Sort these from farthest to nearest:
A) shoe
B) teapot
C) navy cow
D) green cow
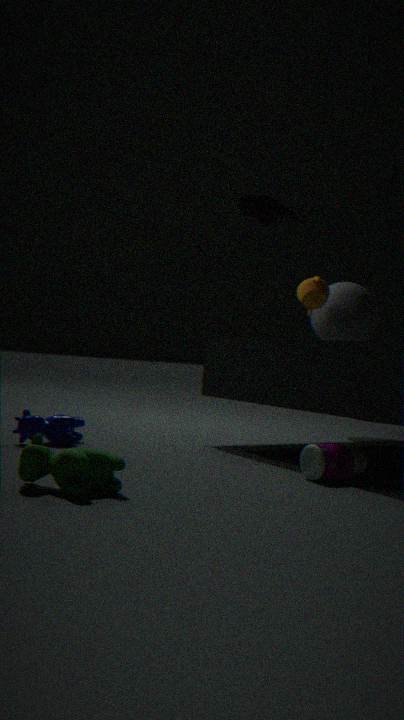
teapot
shoe
navy cow
green cow
